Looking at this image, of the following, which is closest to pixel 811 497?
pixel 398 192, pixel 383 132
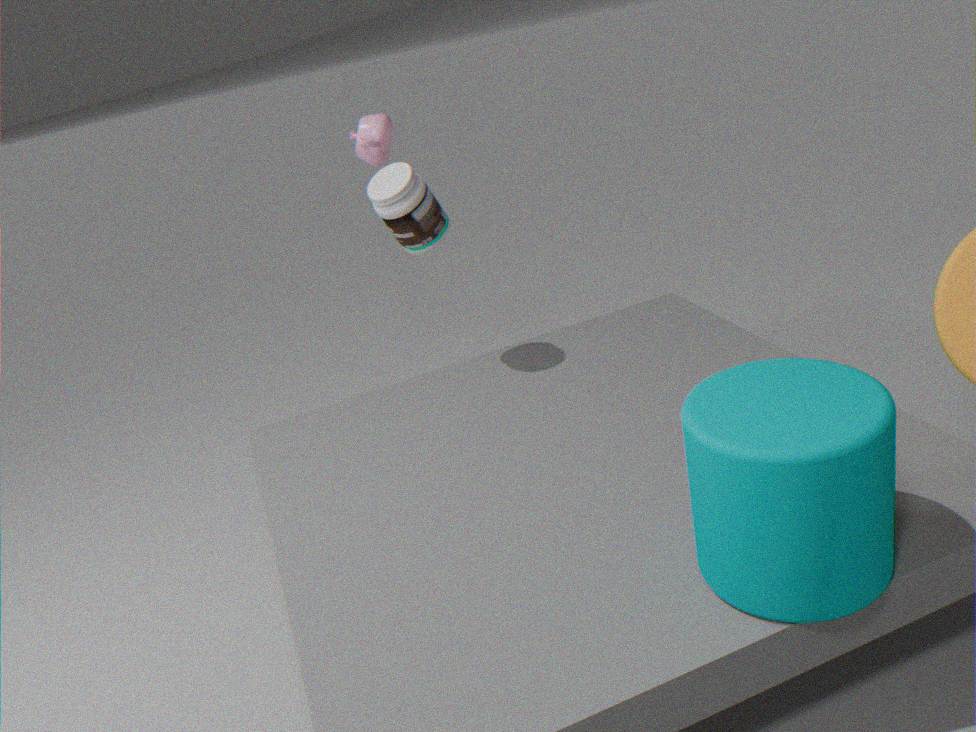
pixel 398 192
